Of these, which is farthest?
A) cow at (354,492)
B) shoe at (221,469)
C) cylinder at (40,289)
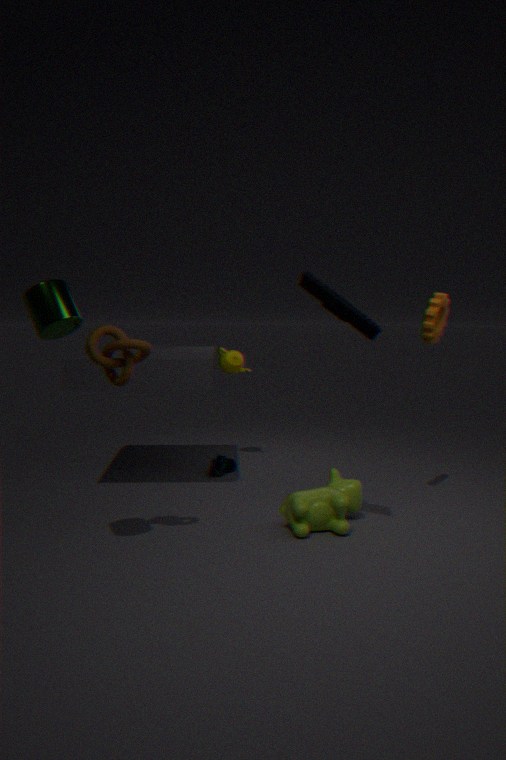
shoe at (221,469)
